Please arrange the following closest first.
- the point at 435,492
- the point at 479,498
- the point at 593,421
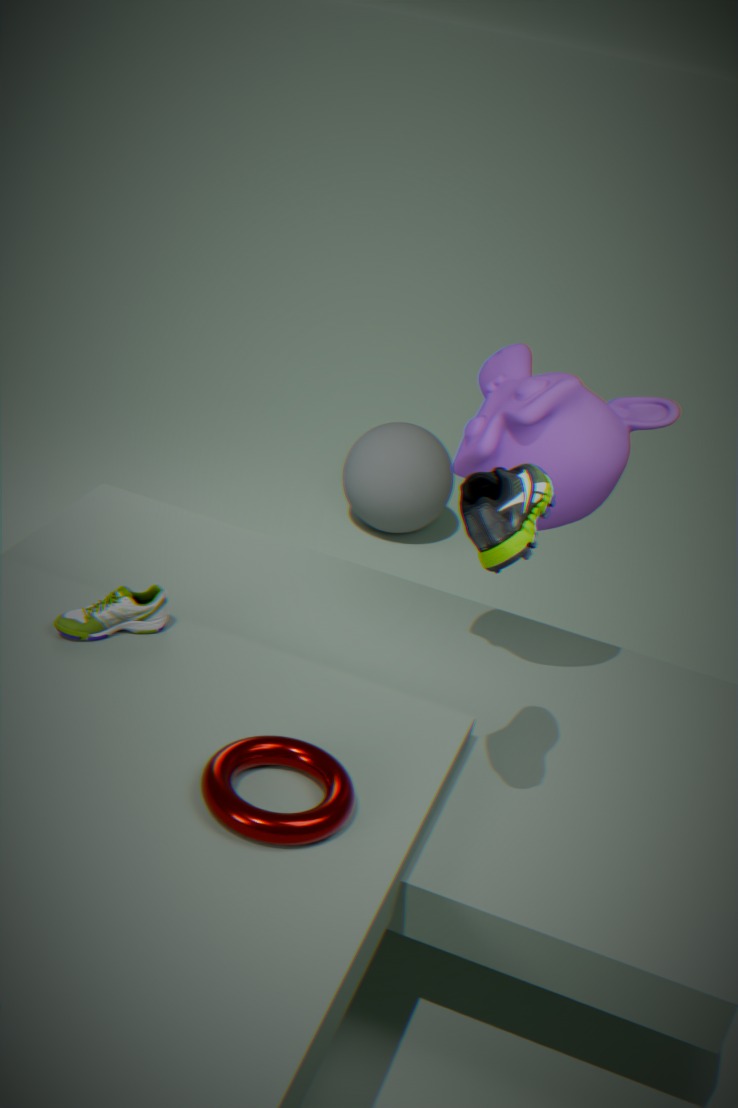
the point at 479,498 < the point at 593,421 < the point at 435,492
